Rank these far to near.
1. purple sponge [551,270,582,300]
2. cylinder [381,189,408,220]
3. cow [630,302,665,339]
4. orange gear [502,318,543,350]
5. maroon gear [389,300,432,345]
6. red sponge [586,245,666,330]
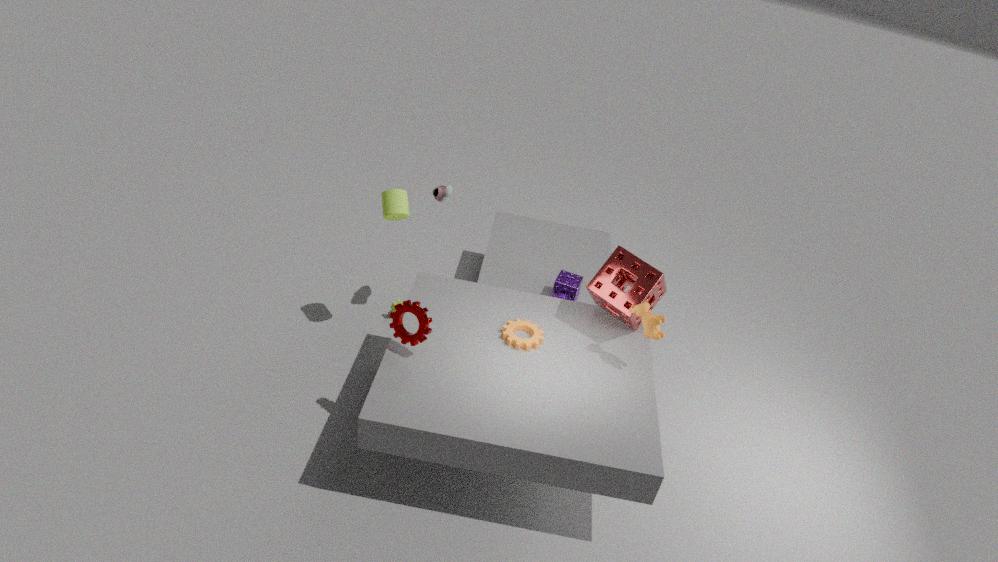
purple sponge [551,270,582,300], cylinder [381,189,408,220], red sponge [586,245,666,330], orange gear [502,318,543,350], cow [630,302,665,339], maroon gear [389,300,432,345]
